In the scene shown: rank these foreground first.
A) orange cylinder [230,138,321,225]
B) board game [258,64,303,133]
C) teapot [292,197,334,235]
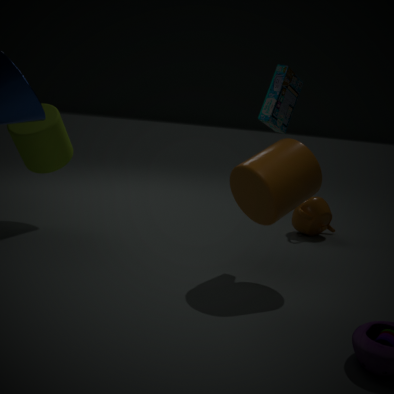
orange cylinder [230,138,321,225]
board game [258,64,303,133]
teapot [292,197,334,235]
